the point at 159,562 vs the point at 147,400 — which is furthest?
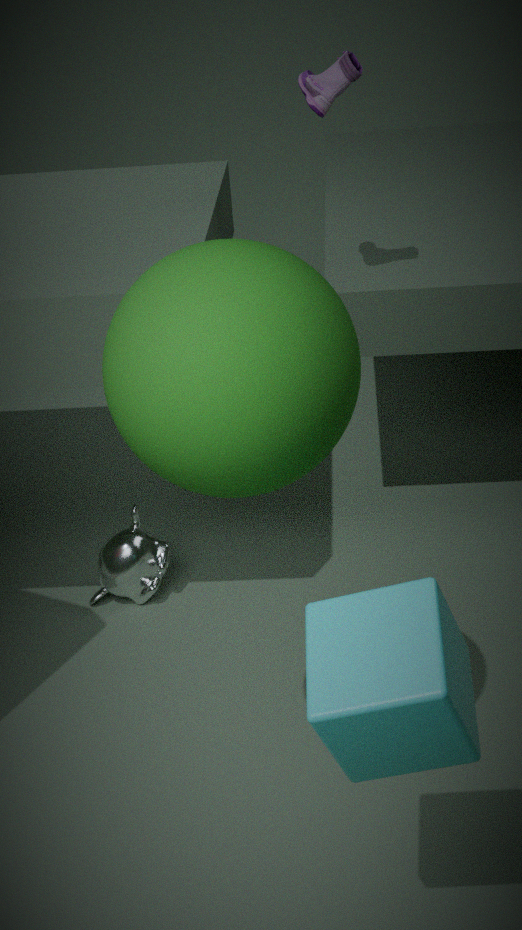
the point at 159,562
